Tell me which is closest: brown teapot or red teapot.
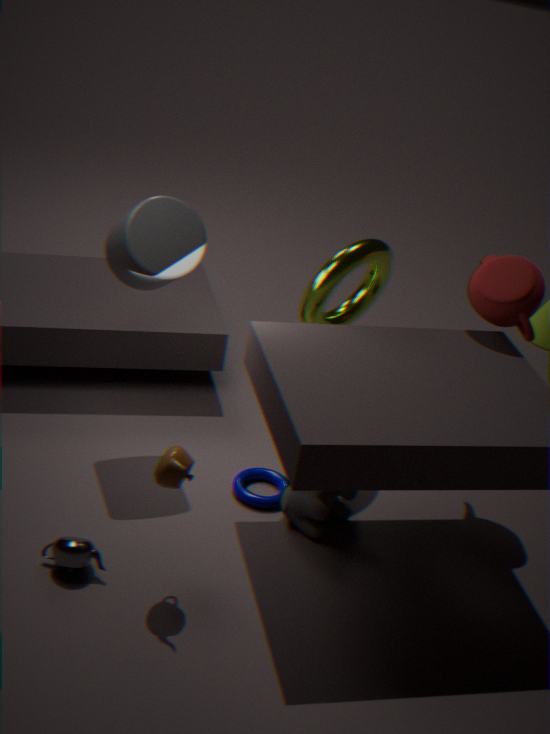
brown teapot
